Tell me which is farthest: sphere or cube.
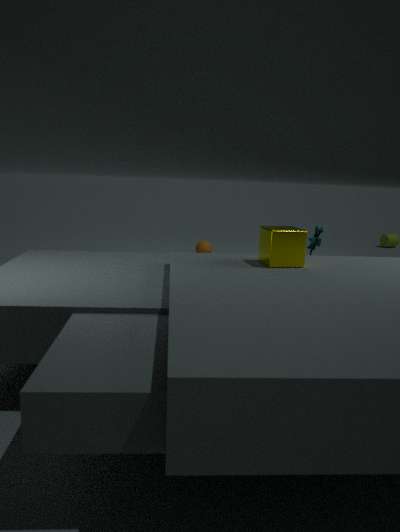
sphere
